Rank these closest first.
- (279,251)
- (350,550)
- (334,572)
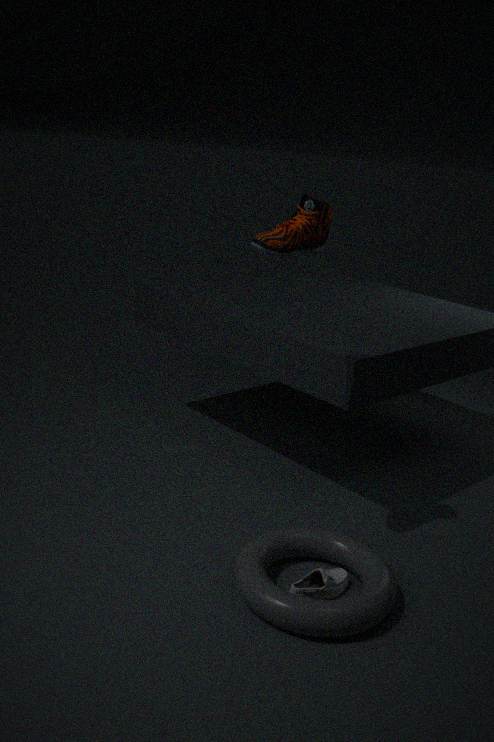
(279,251)
(334,572)
(350,550)
